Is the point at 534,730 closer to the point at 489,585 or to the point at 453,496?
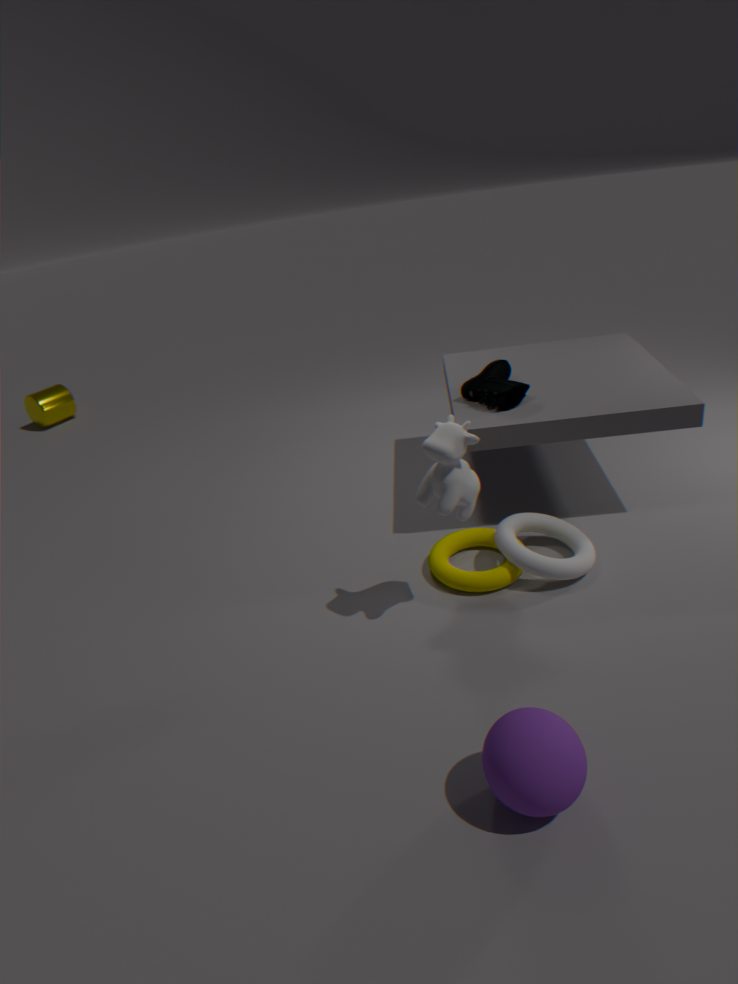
the point at 453,496
